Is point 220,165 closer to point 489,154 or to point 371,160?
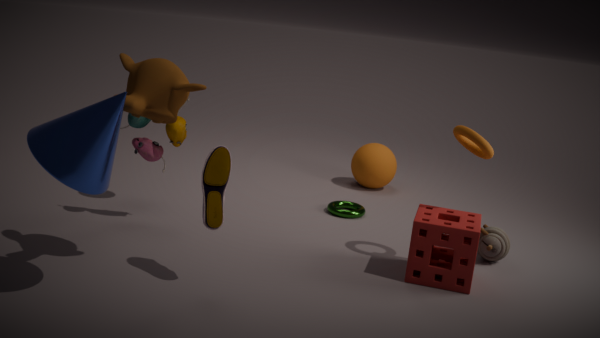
point 489,154
